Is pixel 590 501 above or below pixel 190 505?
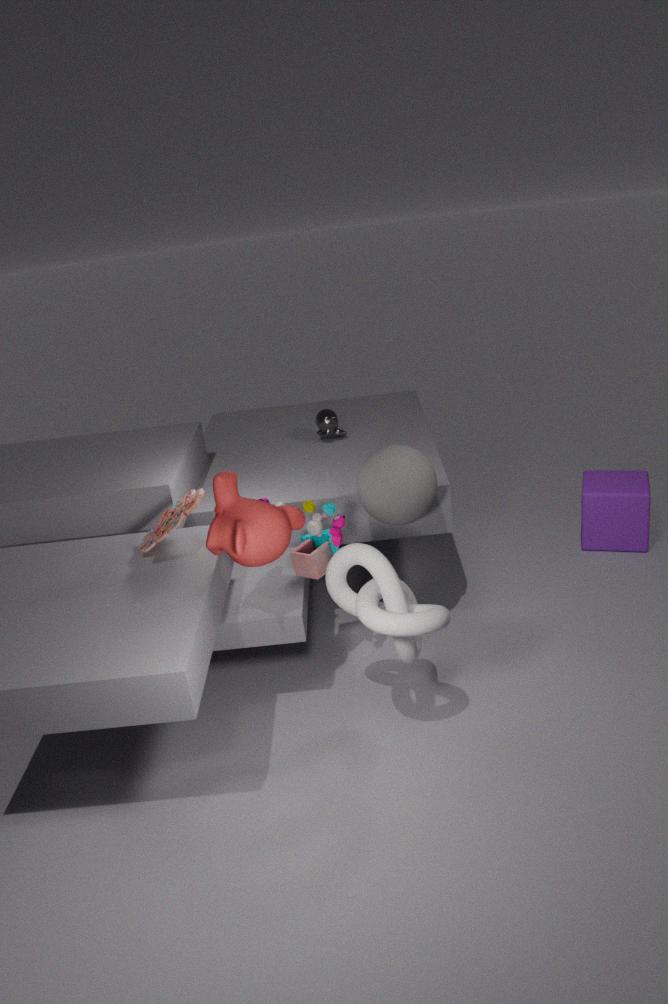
below
